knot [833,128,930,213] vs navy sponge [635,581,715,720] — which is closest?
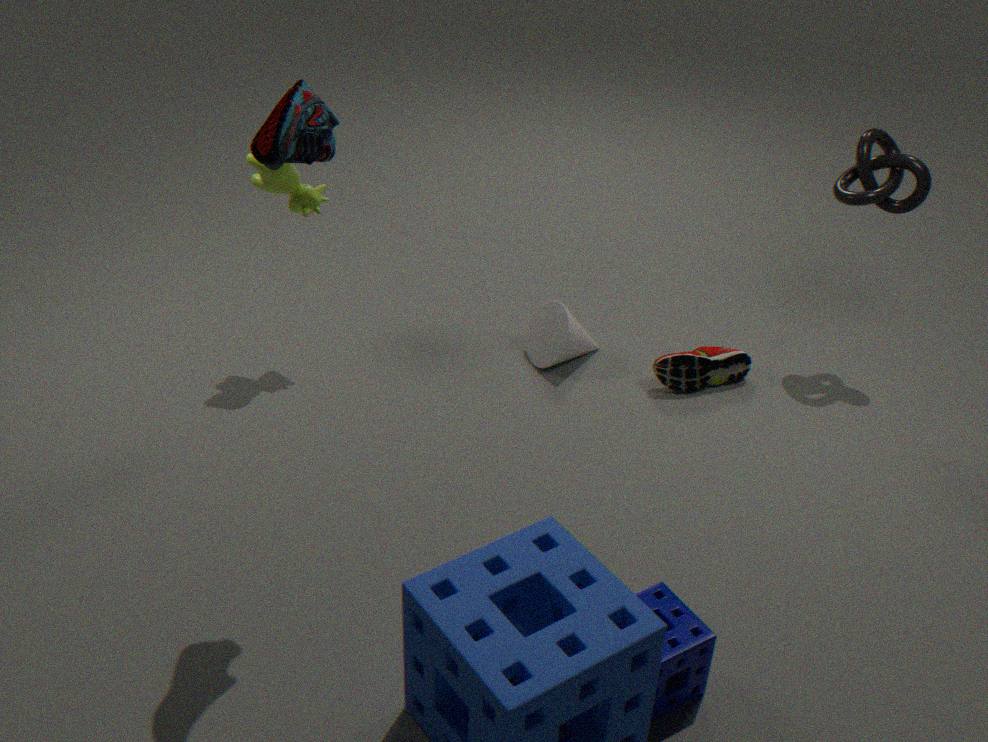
navy sponge [635,581,715,720]
